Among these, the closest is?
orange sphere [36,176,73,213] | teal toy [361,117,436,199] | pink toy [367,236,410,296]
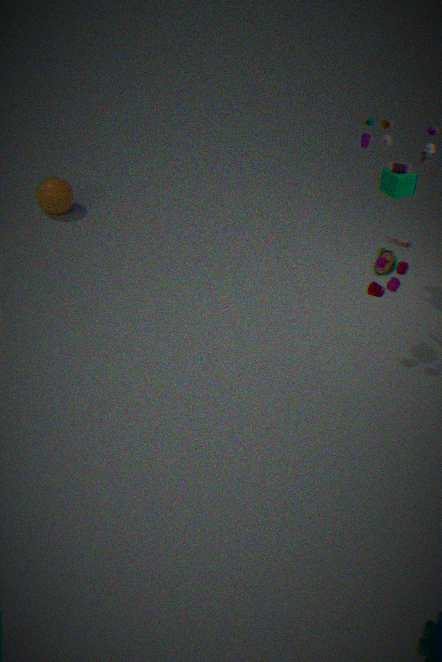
pink toy [367,236,410,296]
